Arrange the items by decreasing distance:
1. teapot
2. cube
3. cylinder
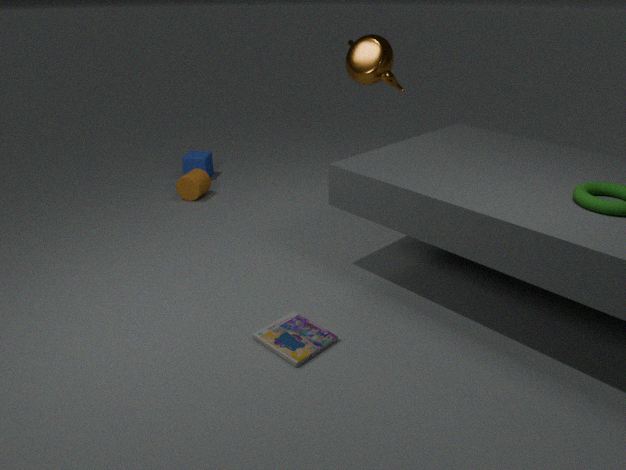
1. cube
2. cylinder
3. teapot
